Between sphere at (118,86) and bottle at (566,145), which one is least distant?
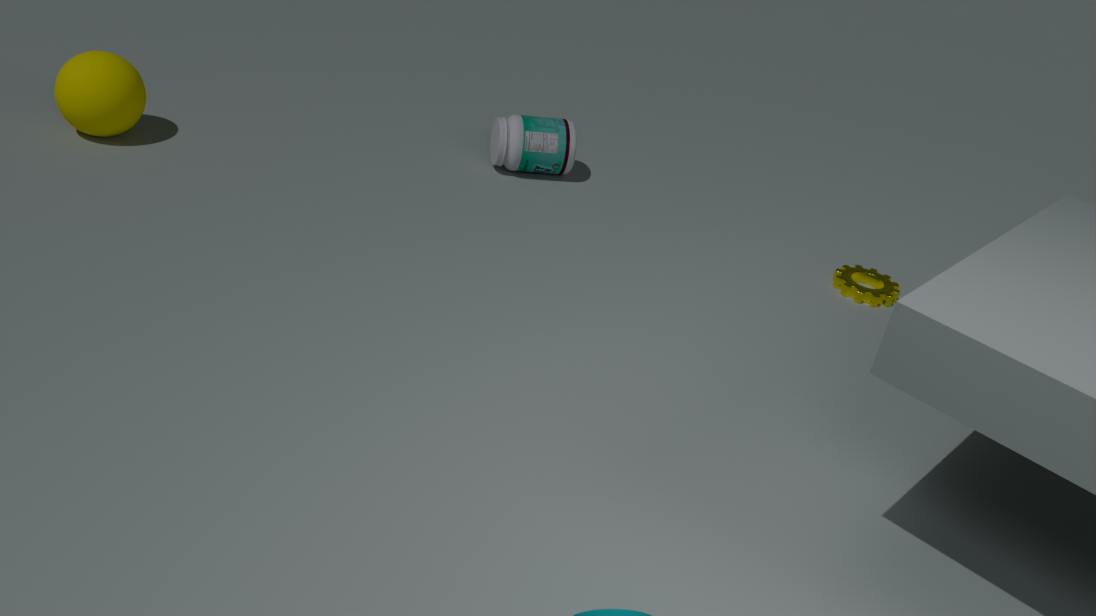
sphere at (118,86)
